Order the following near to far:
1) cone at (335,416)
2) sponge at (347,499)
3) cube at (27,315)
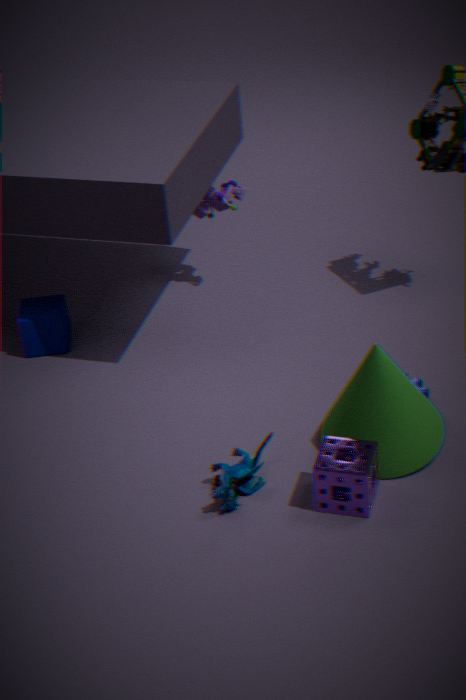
2. sponge at (347,499)
1. cone at (335,416)
3. cube at (27,315)
